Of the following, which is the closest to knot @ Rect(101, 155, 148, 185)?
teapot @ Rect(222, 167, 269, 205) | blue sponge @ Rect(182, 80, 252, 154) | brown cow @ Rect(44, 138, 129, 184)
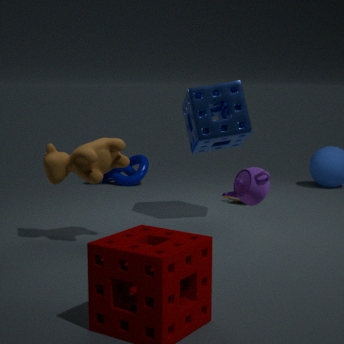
blue sponge @ Rect(182, 80, 252, 154)
